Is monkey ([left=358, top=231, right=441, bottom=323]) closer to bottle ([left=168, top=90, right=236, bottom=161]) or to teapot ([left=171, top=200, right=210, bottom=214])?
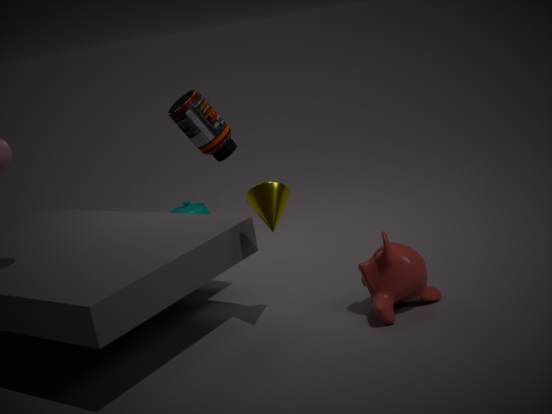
bottle ([left=168, top=90, right=236, bottom=161])
